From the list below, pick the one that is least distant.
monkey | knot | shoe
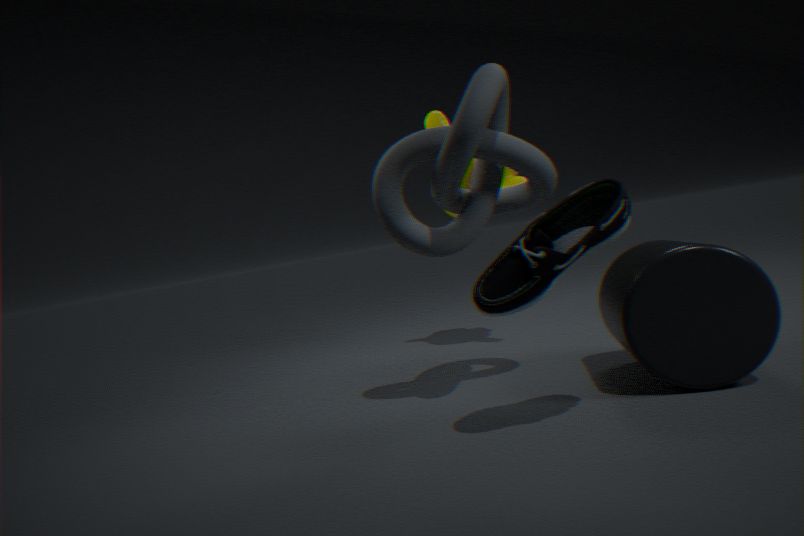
shoe
